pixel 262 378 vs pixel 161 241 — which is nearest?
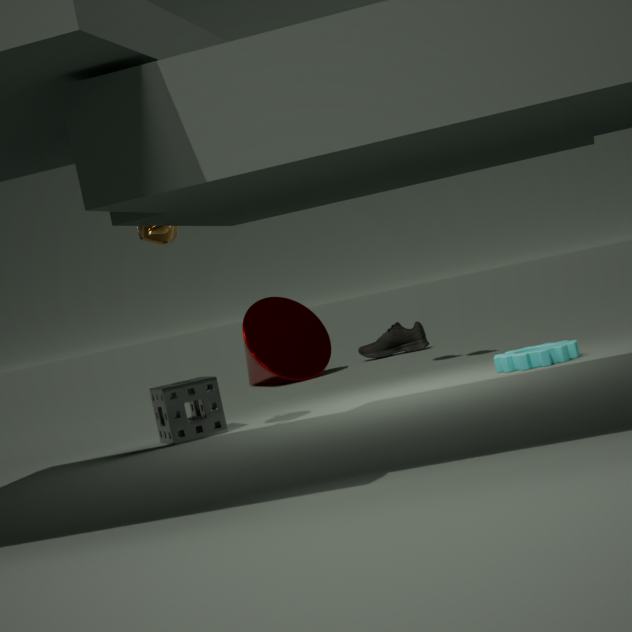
pixel 161 241
